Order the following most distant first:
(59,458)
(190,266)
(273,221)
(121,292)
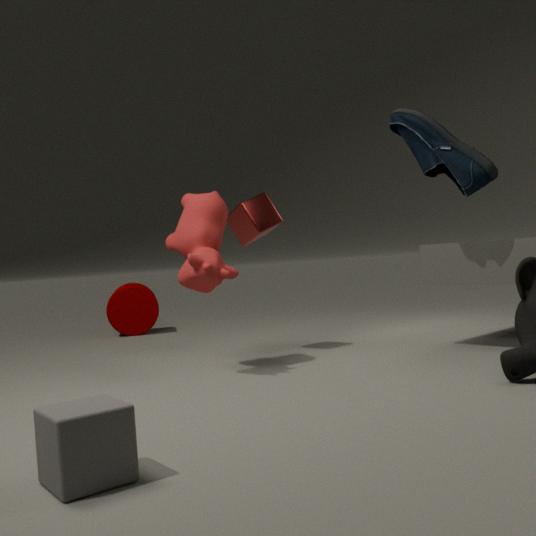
1. (121,292)
2. (273,221)
3. (190,266)
4. (59,458)
